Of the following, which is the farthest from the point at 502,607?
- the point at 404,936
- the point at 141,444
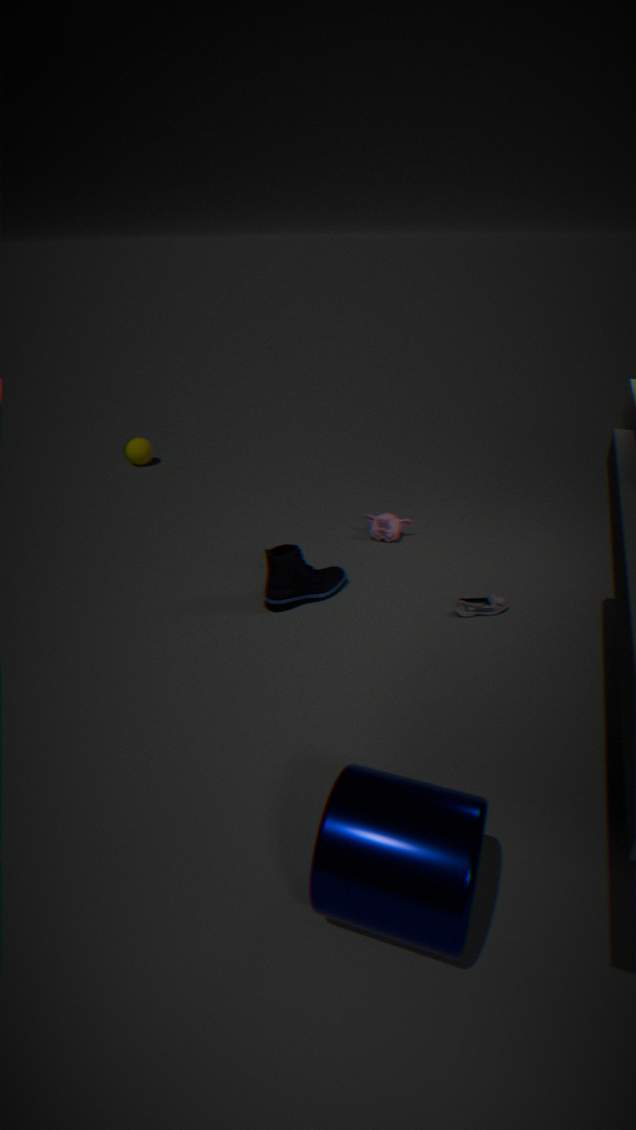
the point at 141,444
